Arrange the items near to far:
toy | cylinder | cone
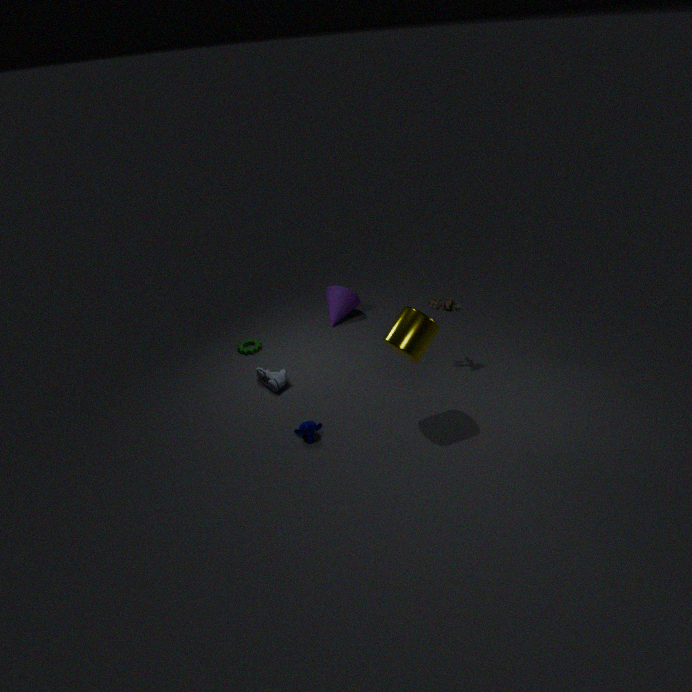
cylinder
toy
cone
